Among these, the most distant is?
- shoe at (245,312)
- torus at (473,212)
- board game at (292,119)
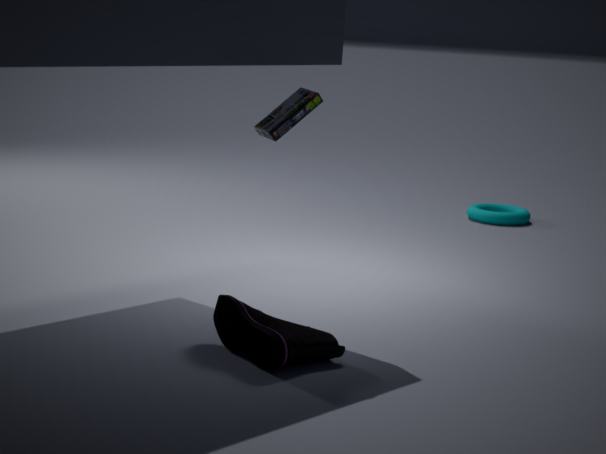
torus at (473,212)
